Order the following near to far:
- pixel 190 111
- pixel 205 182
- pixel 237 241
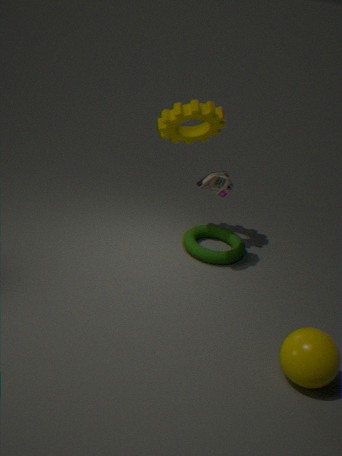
pixel 205 182 → pixel 190 111 → pixel 237 241
